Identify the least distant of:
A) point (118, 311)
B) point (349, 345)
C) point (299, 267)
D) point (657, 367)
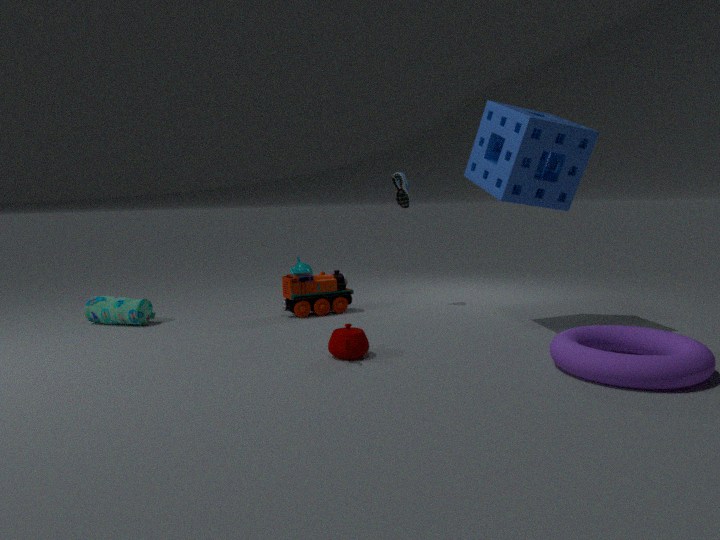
point (657, 367)
